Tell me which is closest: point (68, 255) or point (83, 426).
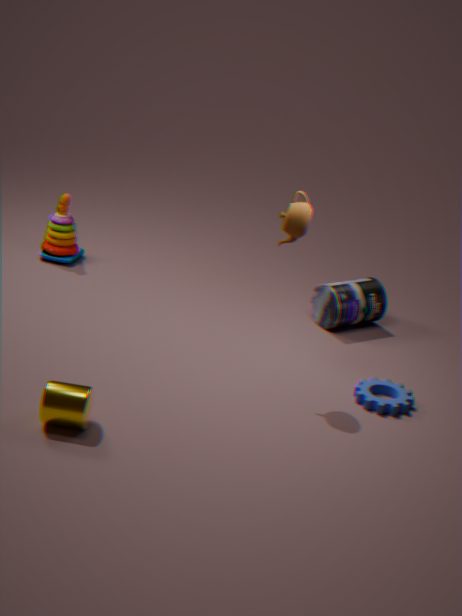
point (83, 426)
